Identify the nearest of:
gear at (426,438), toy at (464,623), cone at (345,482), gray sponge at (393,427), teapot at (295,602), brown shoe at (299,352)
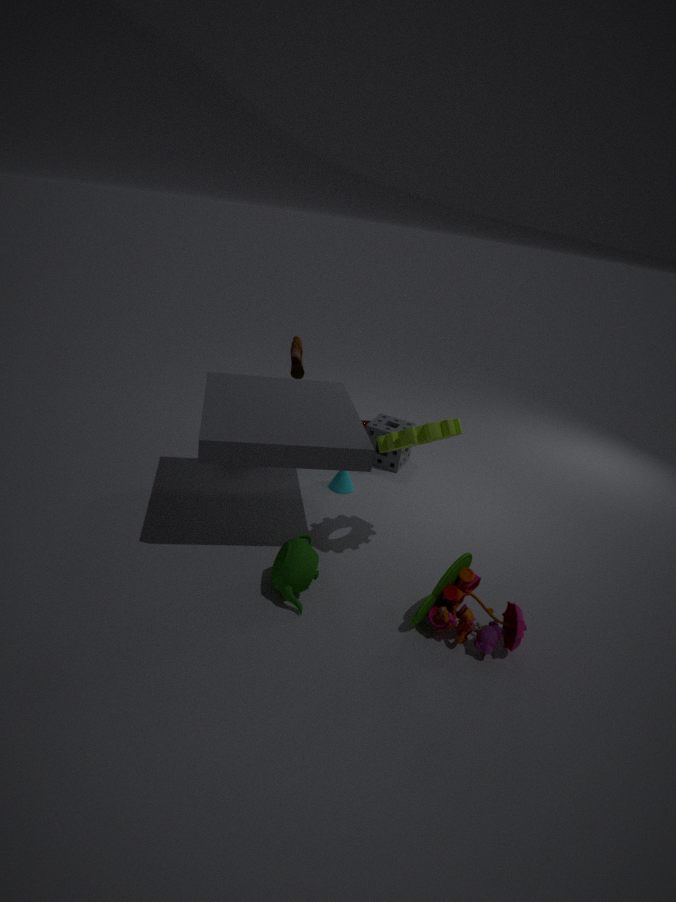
toy at (464,623)
